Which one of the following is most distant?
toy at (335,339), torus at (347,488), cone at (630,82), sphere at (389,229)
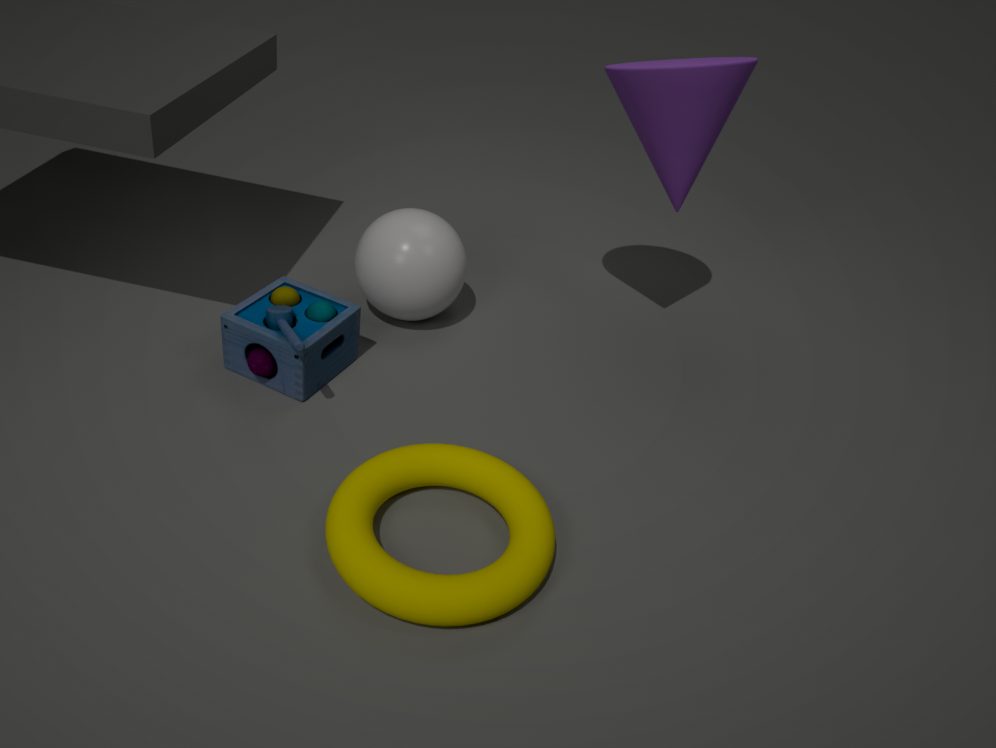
sphere at (389,229)
